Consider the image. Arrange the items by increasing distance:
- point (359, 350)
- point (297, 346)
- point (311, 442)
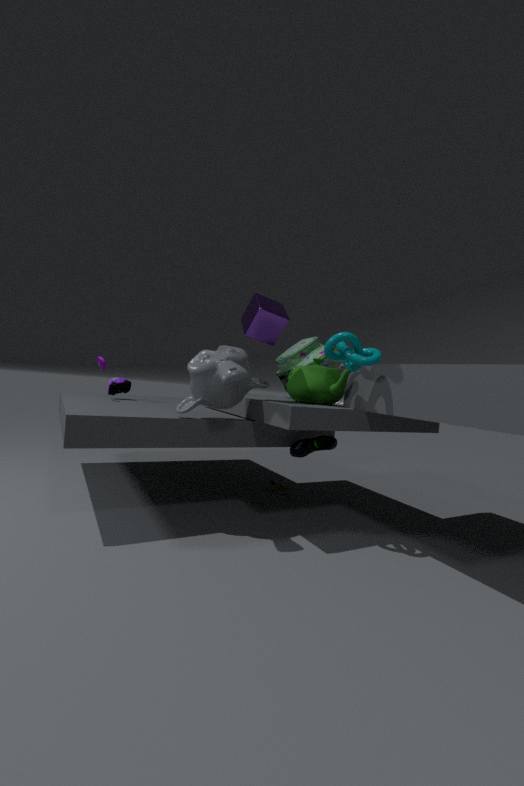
point (359, 350), point (311, 442), point (297, 346)
